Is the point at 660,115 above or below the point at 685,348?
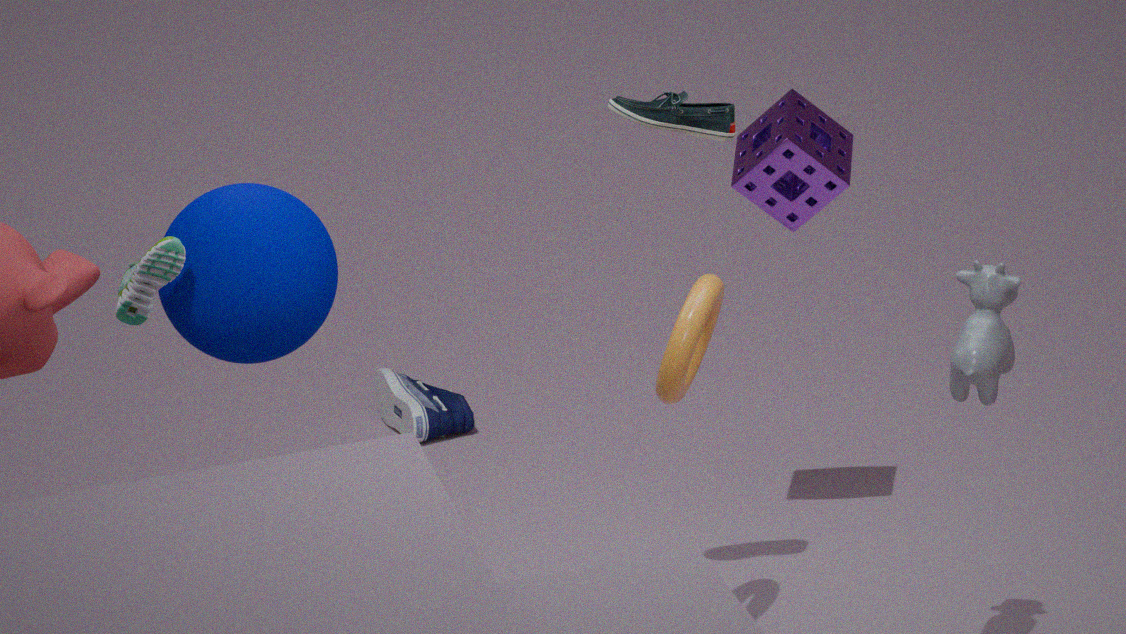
above
